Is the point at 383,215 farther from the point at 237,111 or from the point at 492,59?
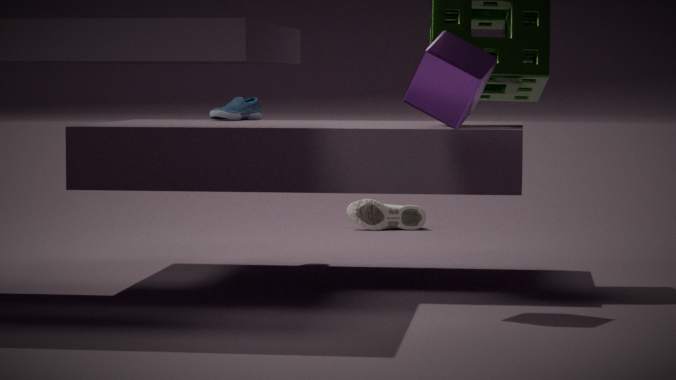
the point at 492,59
